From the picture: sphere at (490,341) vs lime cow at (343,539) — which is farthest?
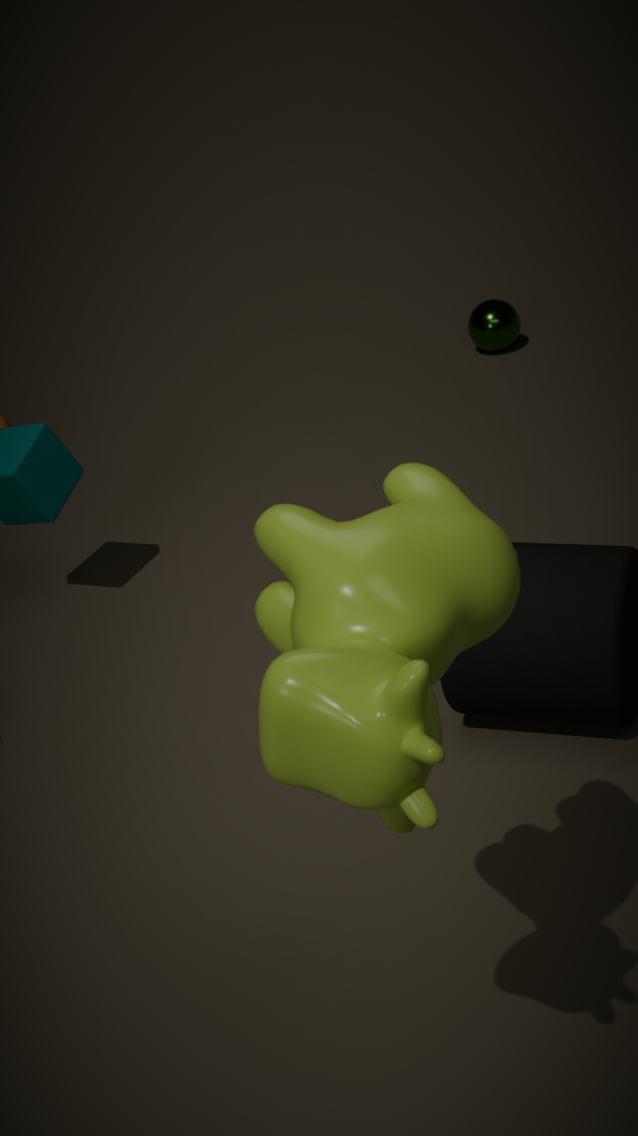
sphere at (490,341)
